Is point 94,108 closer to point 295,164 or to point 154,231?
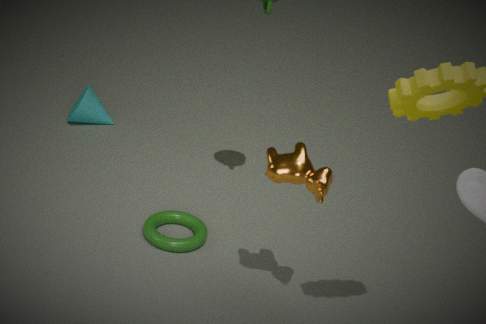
point 154,231
